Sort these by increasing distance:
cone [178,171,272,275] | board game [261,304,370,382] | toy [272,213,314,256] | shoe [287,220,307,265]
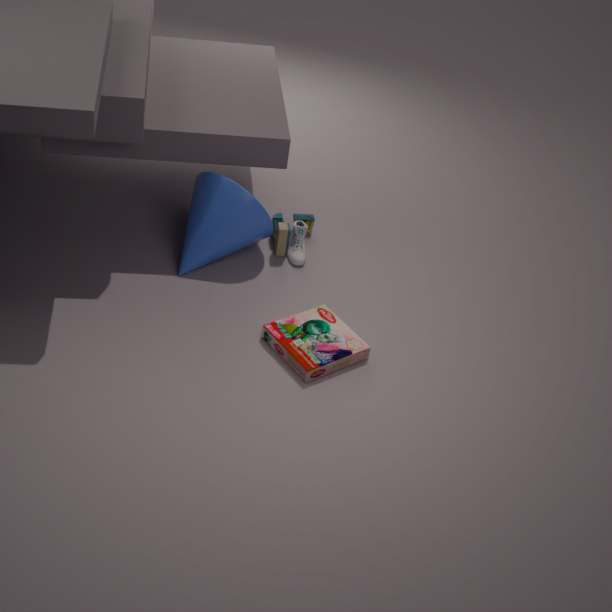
1. board game [261,304,370,382]
2. cone [178,171,272,275]
3. toy [272,213,314,256]
4. shoe [287,220,307,265]
